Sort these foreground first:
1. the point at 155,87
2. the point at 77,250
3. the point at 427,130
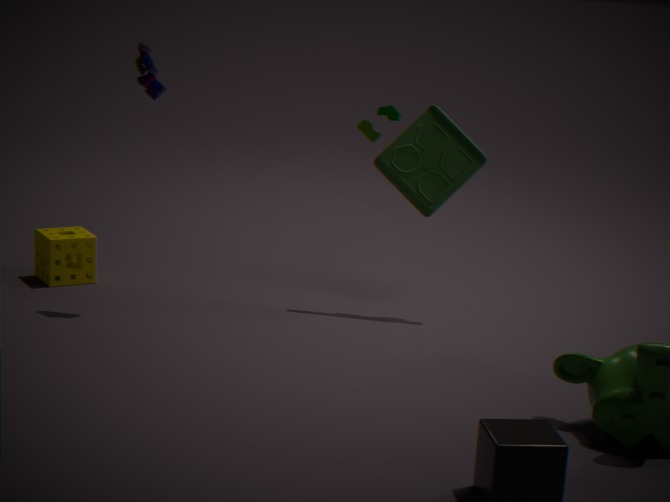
1. the point at 155,87
2. the point at 427,130
3. the point at 77,250
